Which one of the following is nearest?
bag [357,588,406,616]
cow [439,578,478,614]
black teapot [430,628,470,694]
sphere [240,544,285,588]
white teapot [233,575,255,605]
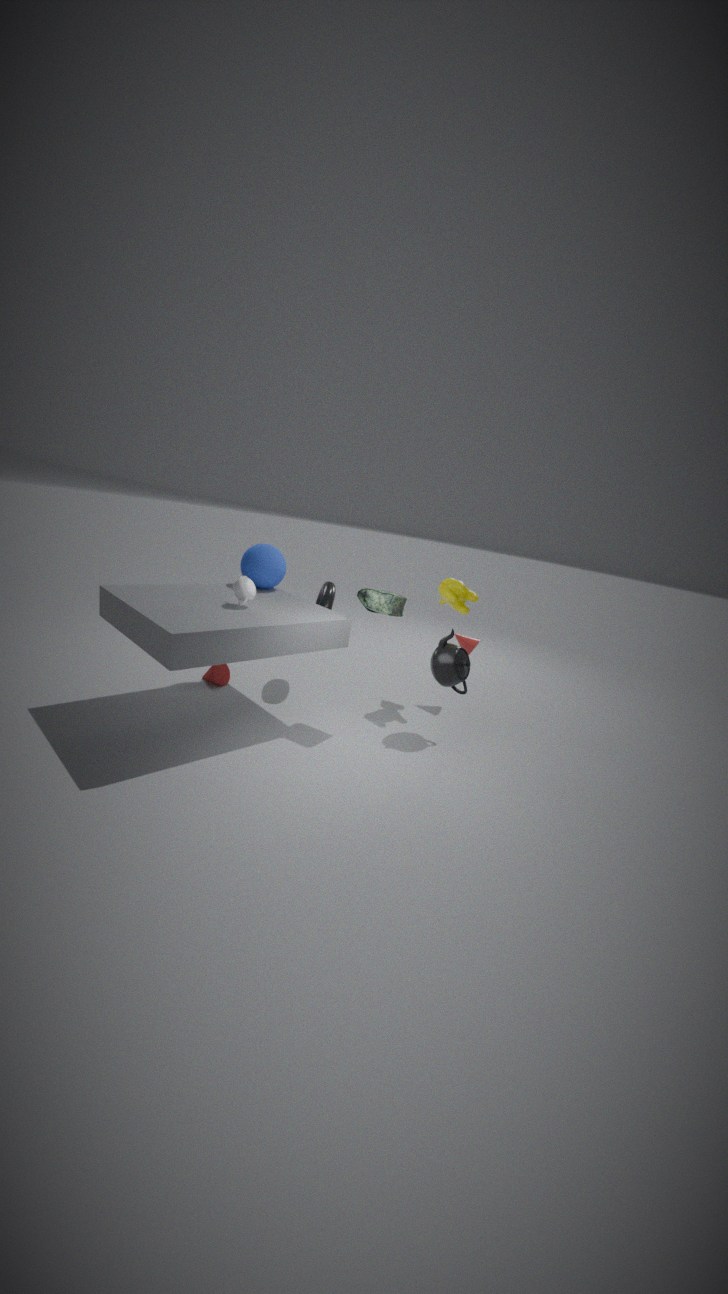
white teapot [233,575,255,605]
